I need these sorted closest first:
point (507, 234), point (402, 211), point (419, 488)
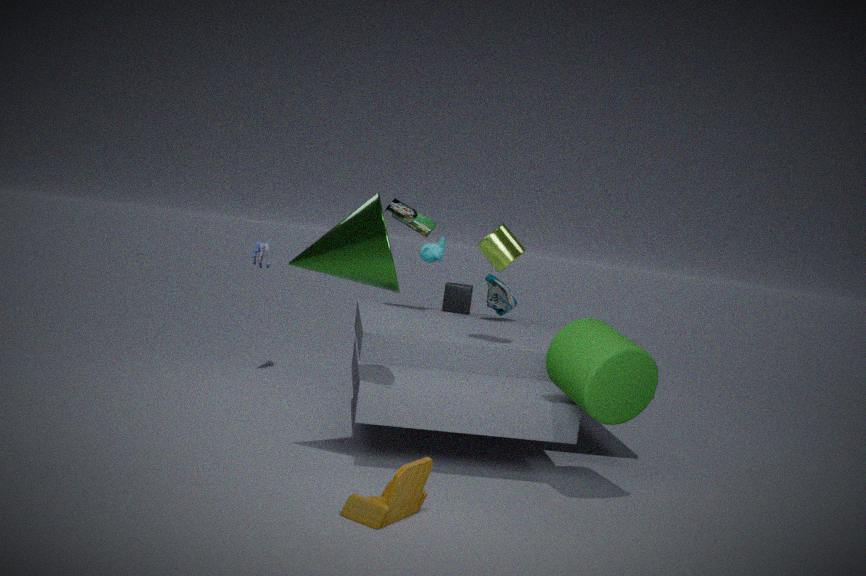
point (419, 488)
point (507, 234)
point (402, 211)
